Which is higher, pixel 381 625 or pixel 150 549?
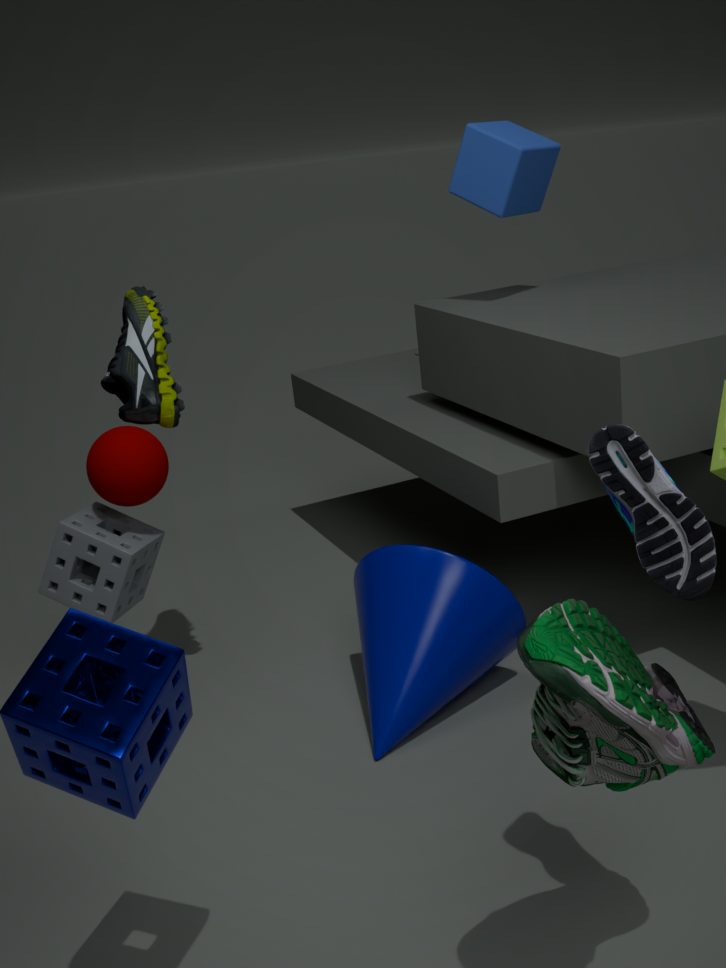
pixel 150 549
